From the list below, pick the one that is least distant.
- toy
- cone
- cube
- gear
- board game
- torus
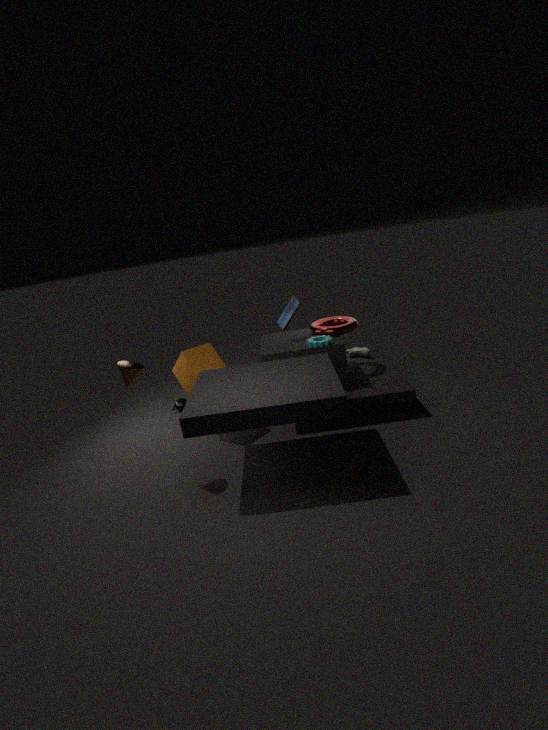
toy
